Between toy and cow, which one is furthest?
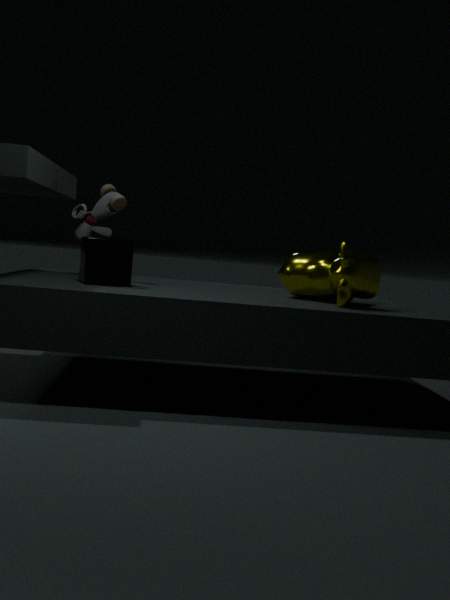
toy
